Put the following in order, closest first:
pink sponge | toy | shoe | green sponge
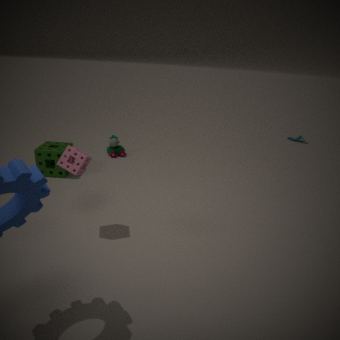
pink sponge
green sponge
toy
shoe
